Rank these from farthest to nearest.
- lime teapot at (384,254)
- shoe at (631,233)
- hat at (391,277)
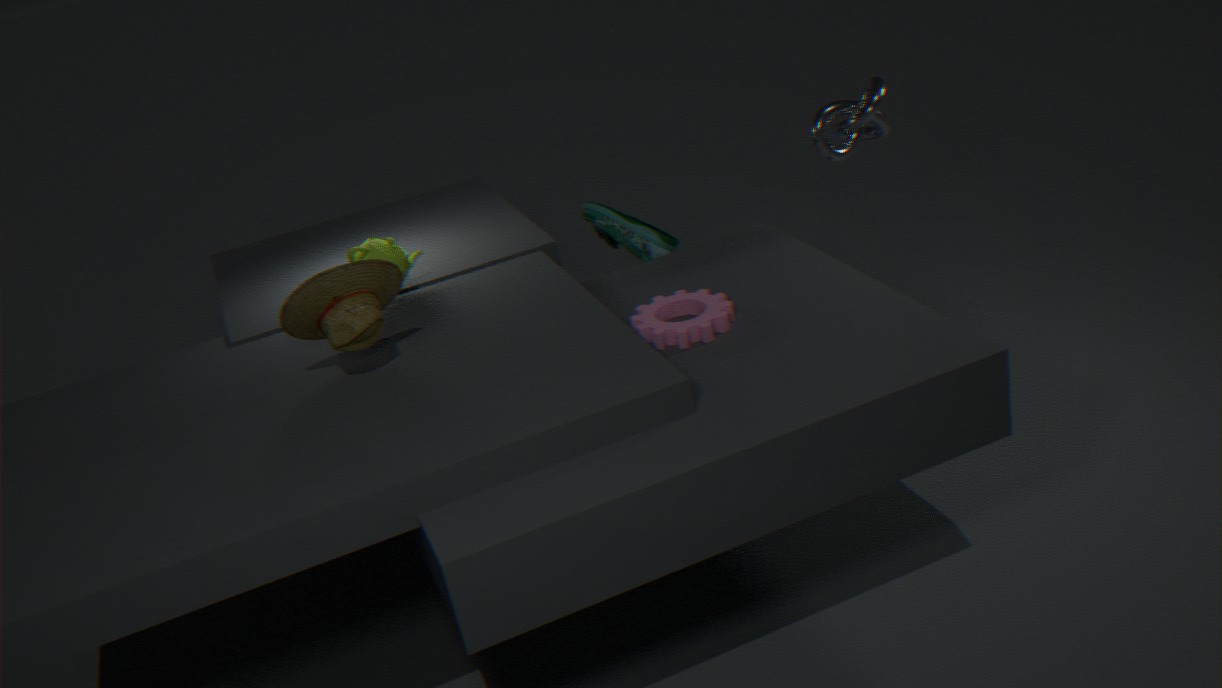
shoe at (631,233) < lime teapot at (384,254) < hat at (391,277)
